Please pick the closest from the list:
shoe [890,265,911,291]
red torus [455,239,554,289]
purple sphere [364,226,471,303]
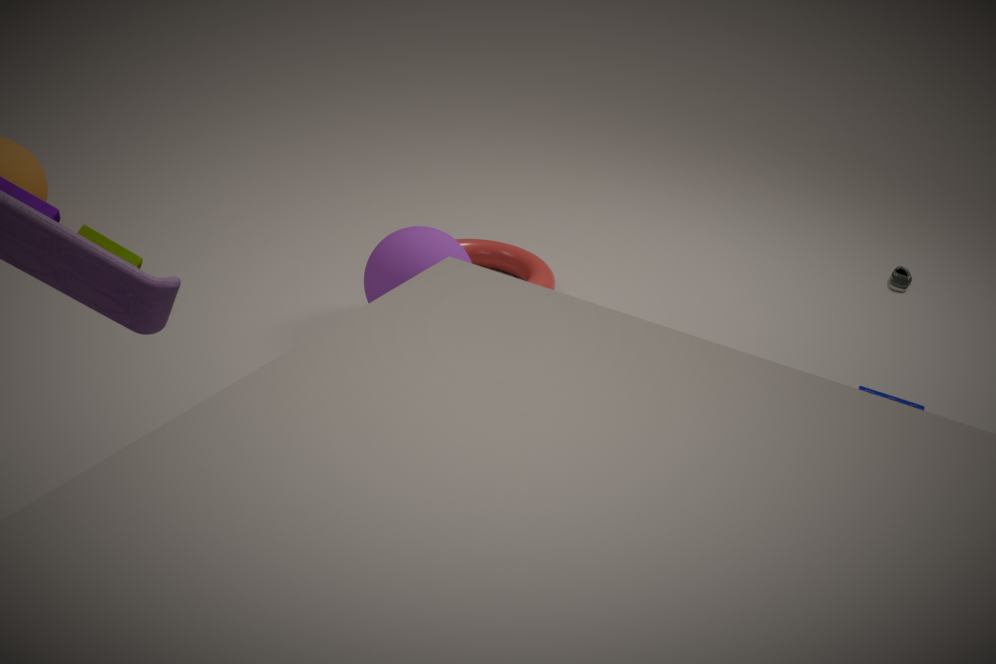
purple sphere [364,226,471,303]
